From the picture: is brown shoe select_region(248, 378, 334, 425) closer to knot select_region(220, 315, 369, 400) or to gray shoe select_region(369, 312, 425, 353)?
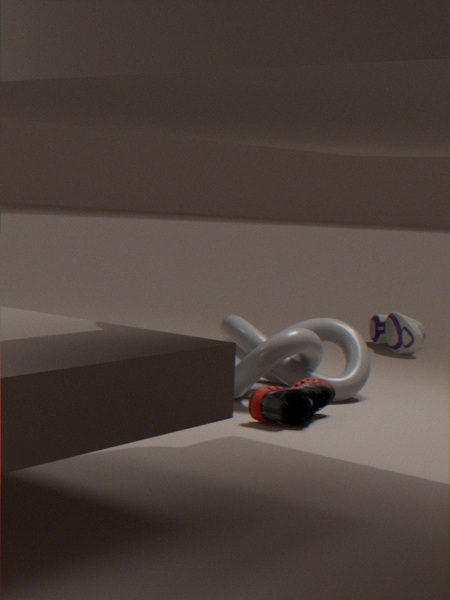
knot select_region(220, 315, 369, 400)
